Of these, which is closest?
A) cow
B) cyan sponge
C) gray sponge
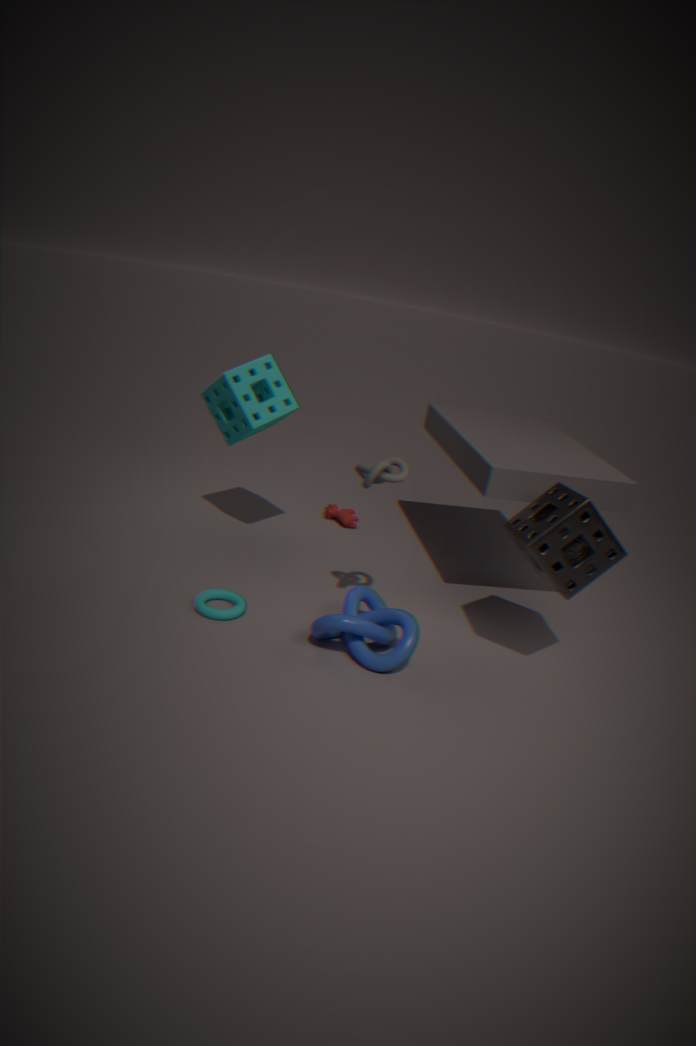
gray sponge
